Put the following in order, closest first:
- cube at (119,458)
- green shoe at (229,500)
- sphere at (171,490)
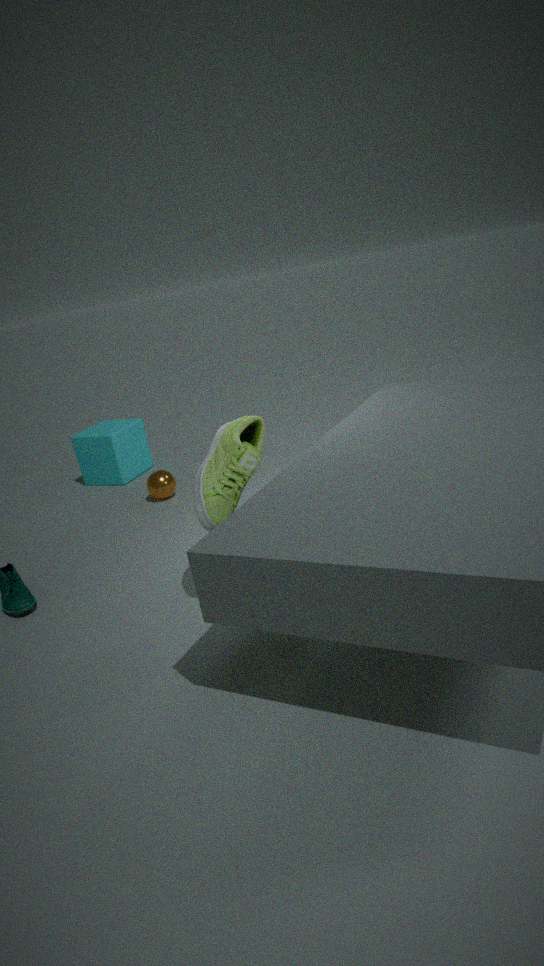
1. green shoe at (229,500)
2. sphere at (171,490)
3. cube at (119,458)
